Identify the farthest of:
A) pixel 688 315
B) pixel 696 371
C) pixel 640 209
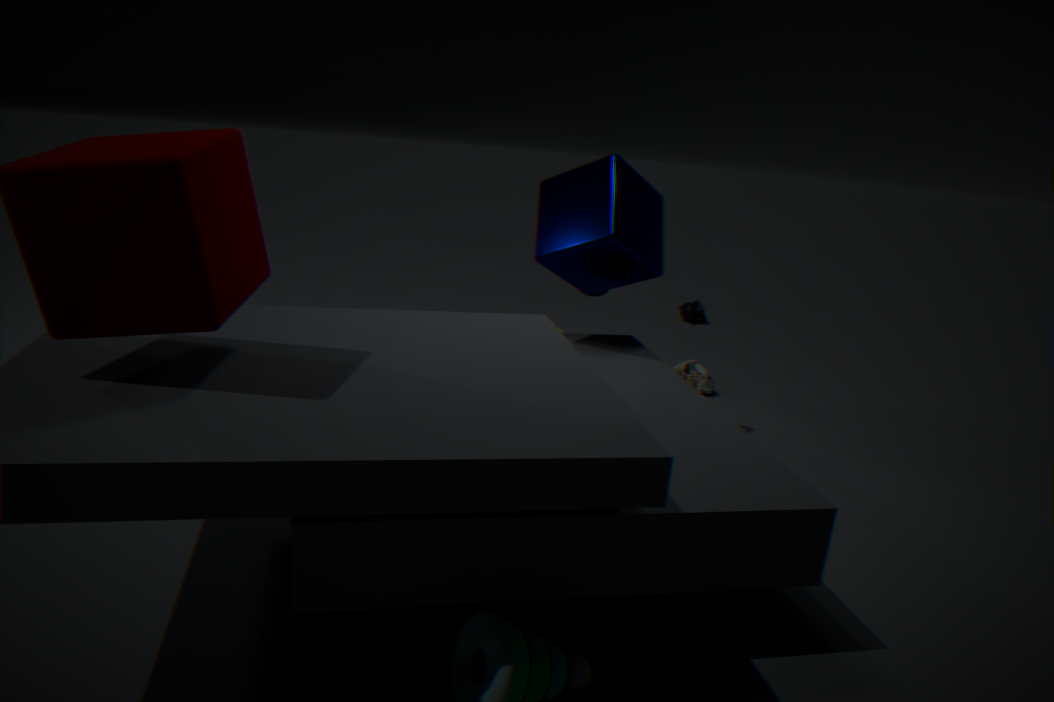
pixel 688 315
